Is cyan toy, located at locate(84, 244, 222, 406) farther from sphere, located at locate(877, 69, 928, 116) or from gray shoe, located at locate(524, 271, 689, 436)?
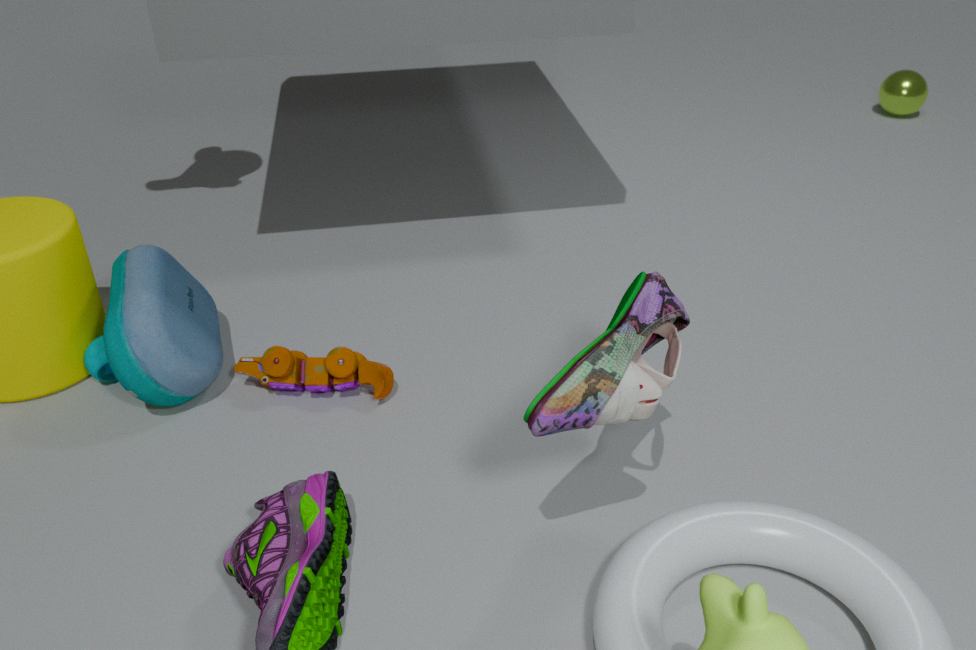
sphere, located at locate(877, 69, 928, 116)
